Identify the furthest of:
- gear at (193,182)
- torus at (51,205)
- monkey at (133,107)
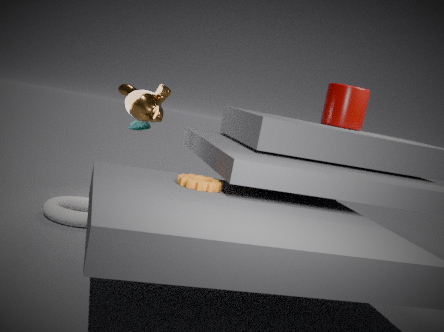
monkey at (133,107)
